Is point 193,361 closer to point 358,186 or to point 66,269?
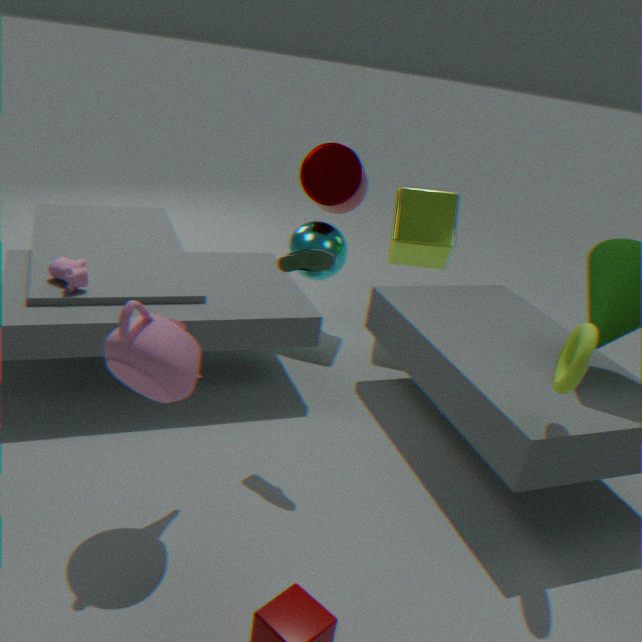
point 66,269
